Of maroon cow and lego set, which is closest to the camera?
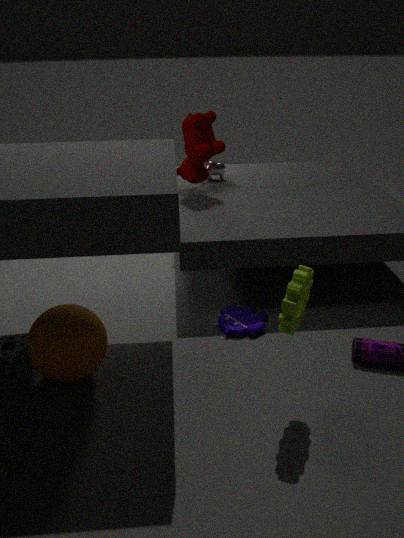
lego set
